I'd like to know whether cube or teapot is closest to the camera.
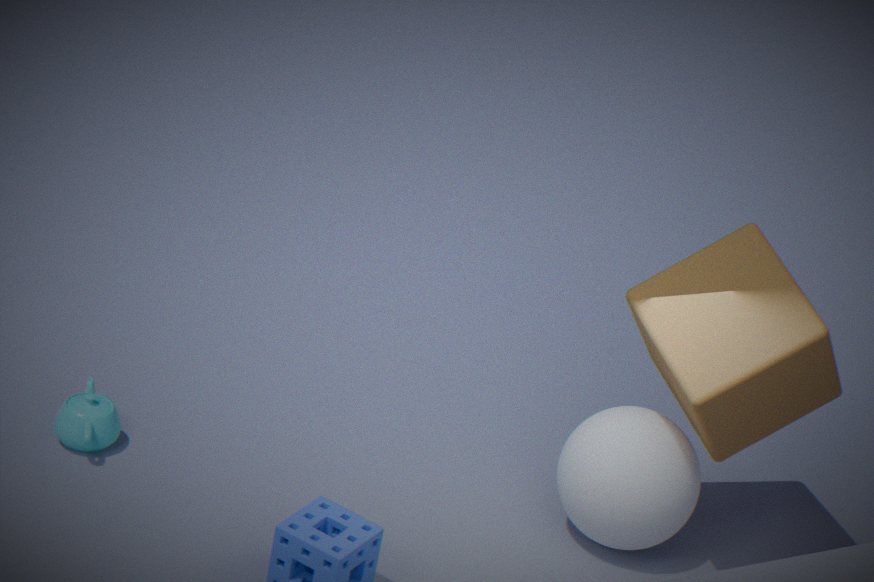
cube
